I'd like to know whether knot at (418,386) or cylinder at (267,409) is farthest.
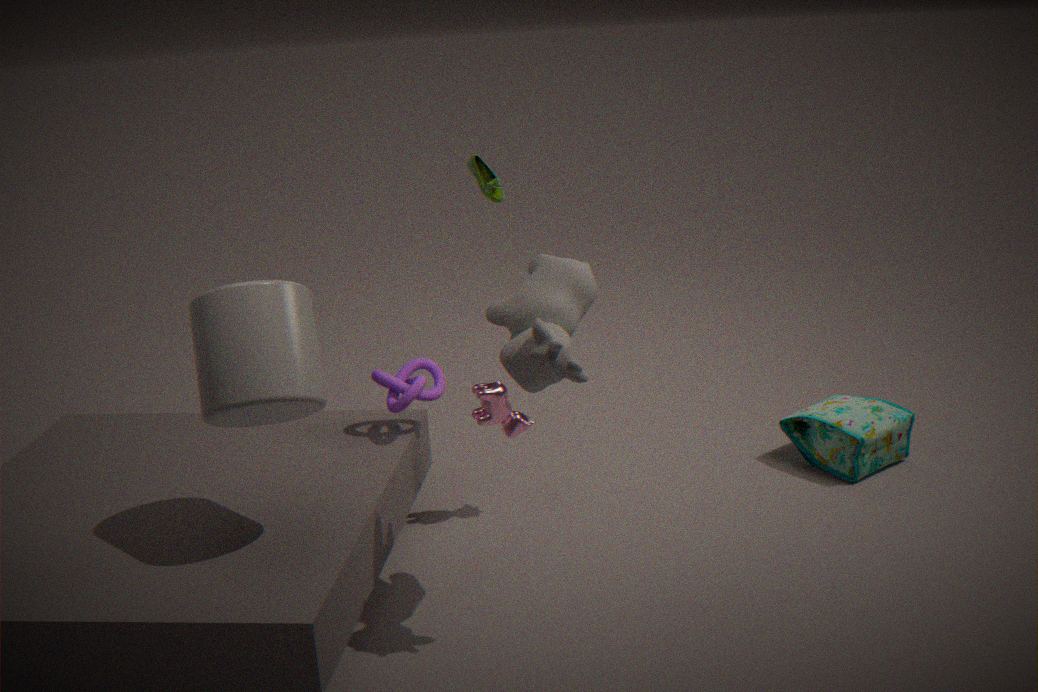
knot at (418,386)
